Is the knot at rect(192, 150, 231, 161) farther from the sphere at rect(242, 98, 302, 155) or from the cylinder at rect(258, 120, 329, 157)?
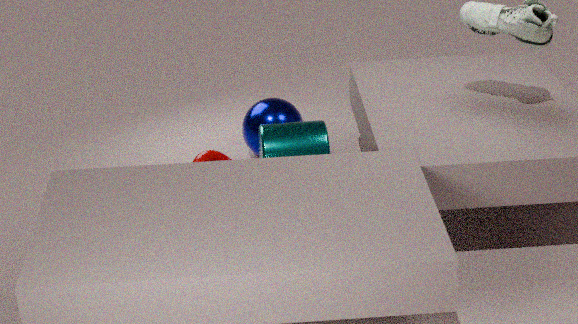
the sphere at rect(242, 98, 302, 155)
